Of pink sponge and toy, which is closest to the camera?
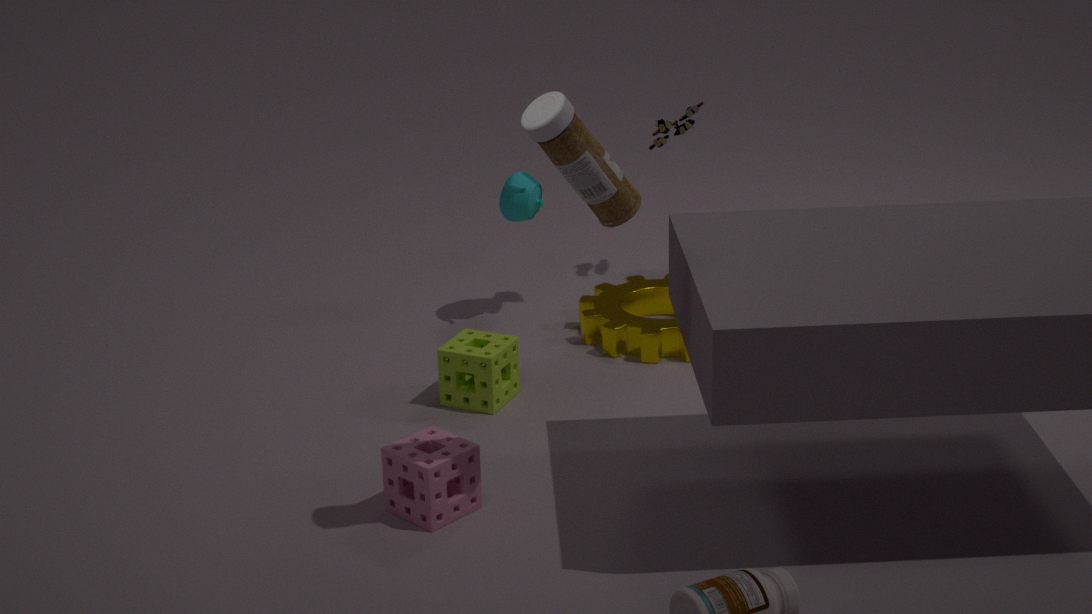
pink sponge
